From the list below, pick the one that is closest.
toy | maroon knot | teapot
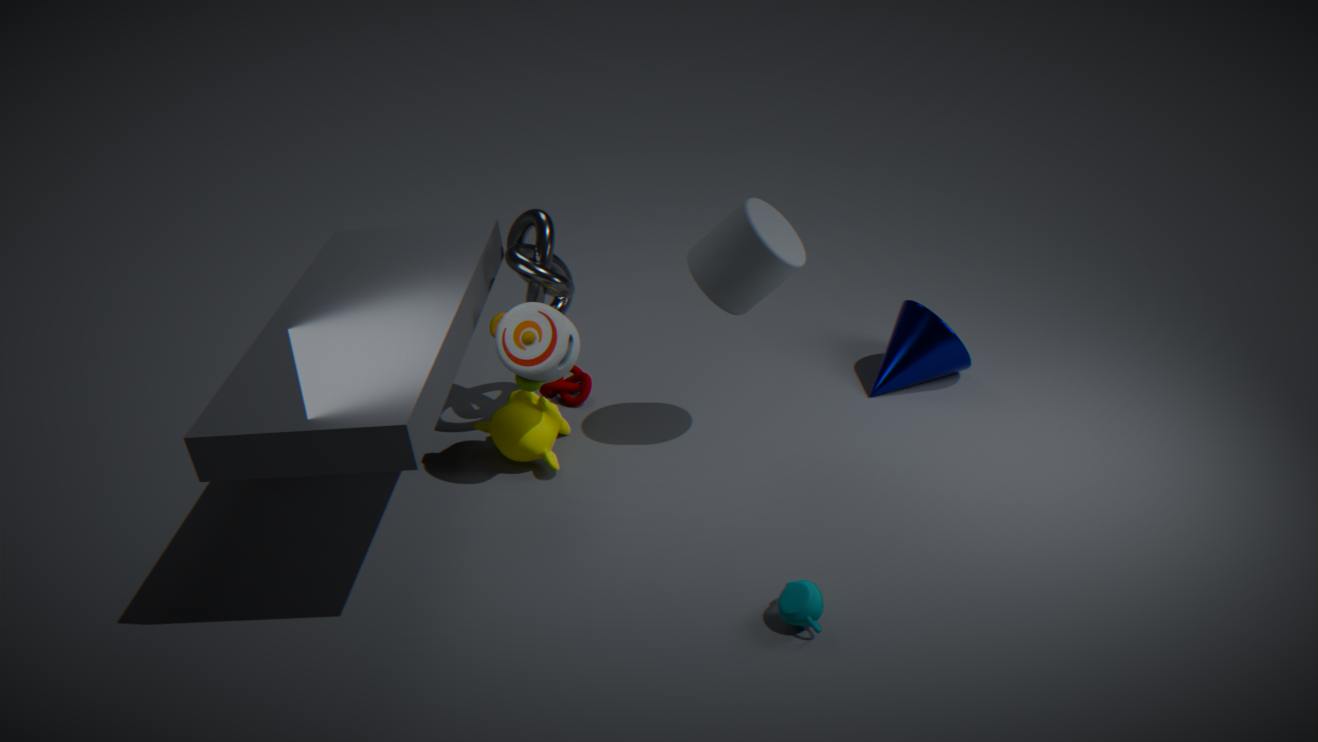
teapot
